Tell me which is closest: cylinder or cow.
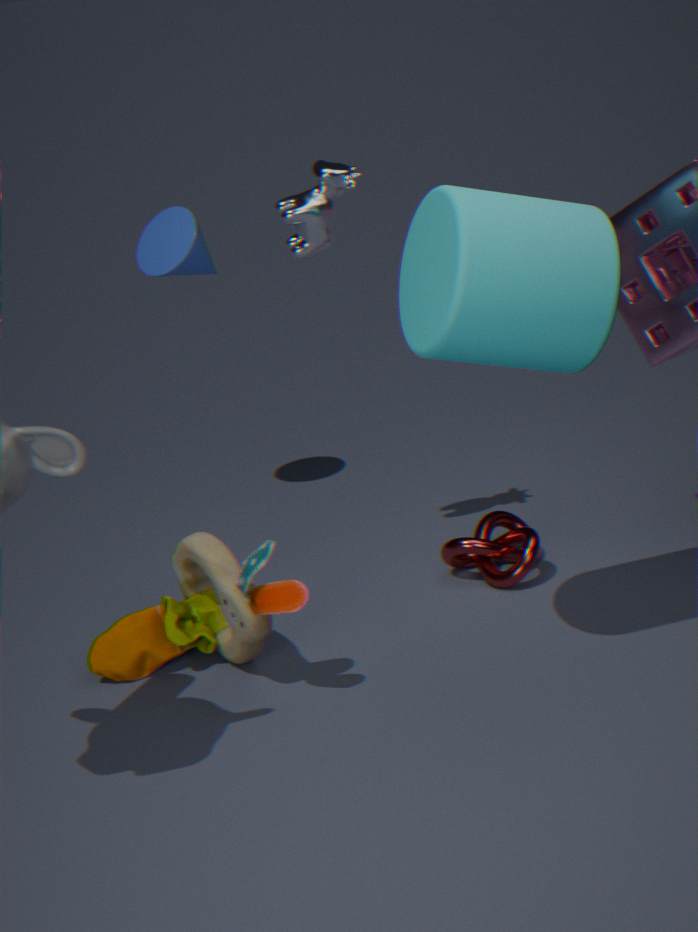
cylinder
